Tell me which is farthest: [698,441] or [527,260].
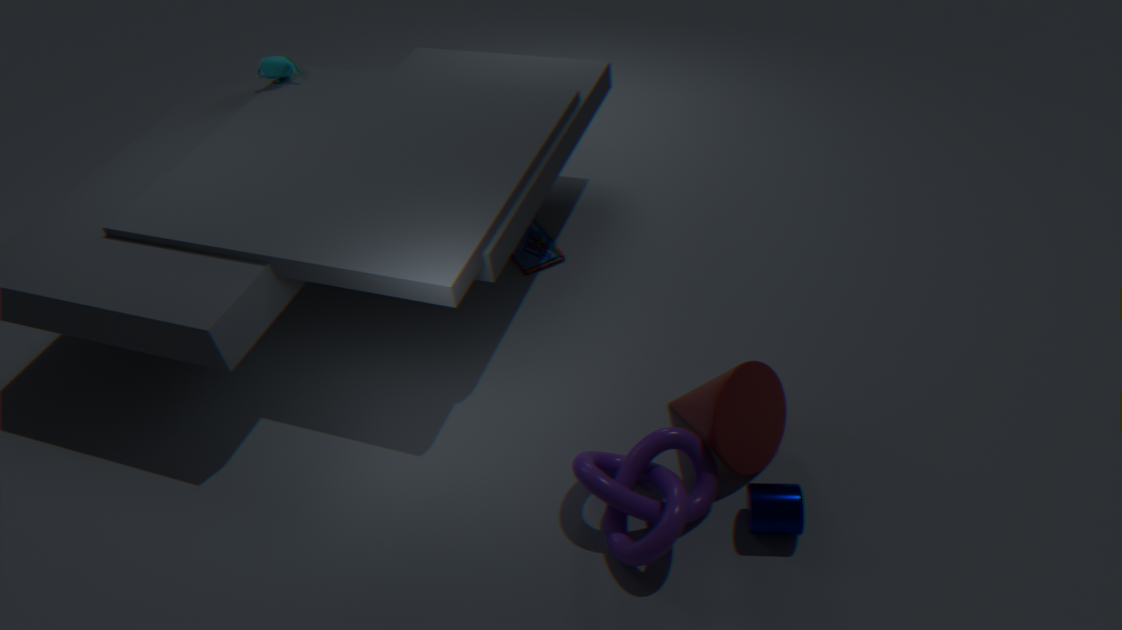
[527,260]
